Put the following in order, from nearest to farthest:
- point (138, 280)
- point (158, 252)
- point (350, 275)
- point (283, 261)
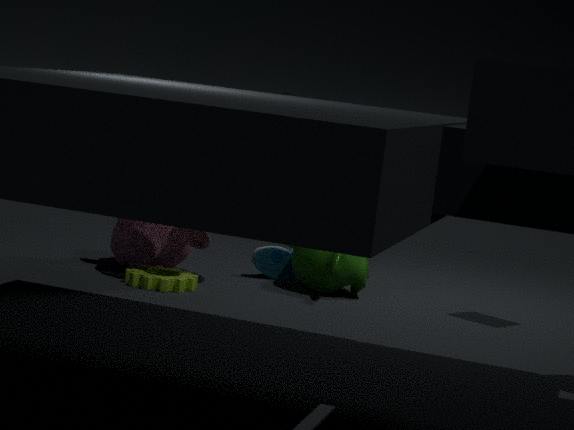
1. point (138, 280)
2. point (350, 275)
3. point (158, 252)
4. point (283, 261)
